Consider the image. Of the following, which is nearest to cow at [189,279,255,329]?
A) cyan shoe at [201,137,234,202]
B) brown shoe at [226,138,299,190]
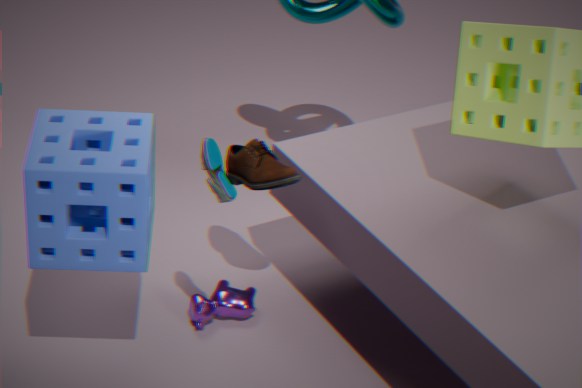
brown shoe at [226,138,299,190]
